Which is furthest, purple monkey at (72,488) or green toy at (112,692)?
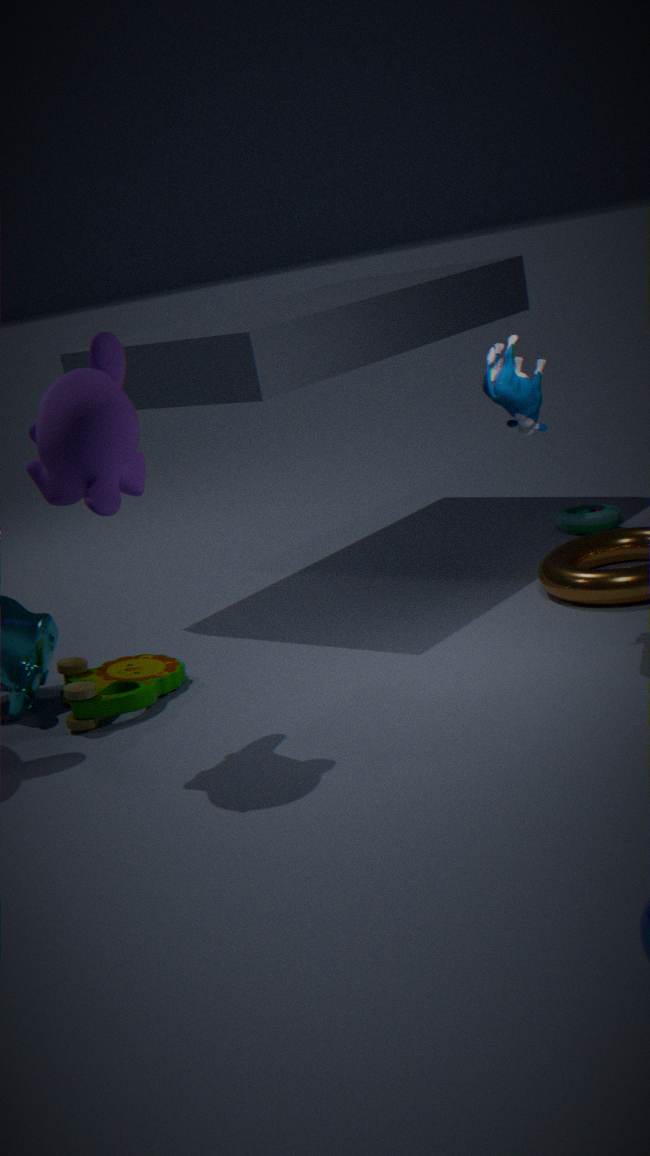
green toy at (112,692)
